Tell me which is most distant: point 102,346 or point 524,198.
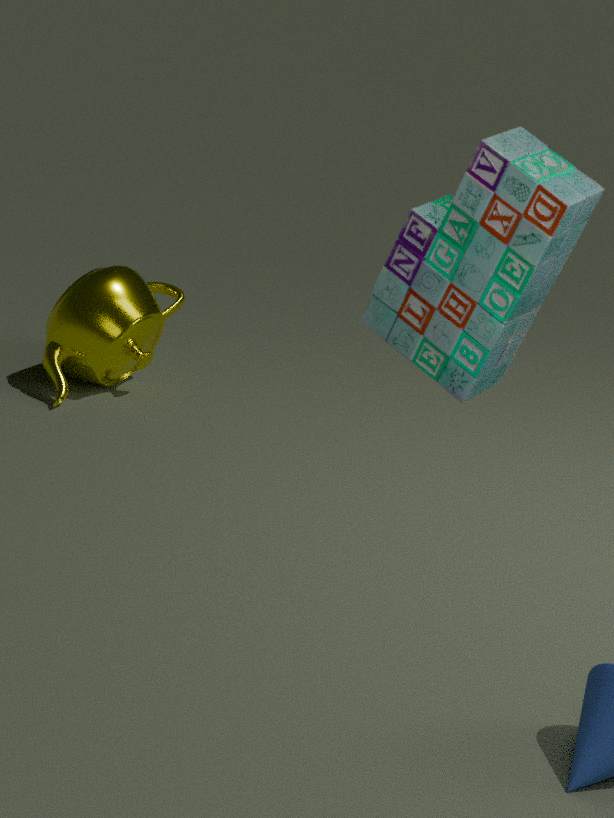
point 102,346
